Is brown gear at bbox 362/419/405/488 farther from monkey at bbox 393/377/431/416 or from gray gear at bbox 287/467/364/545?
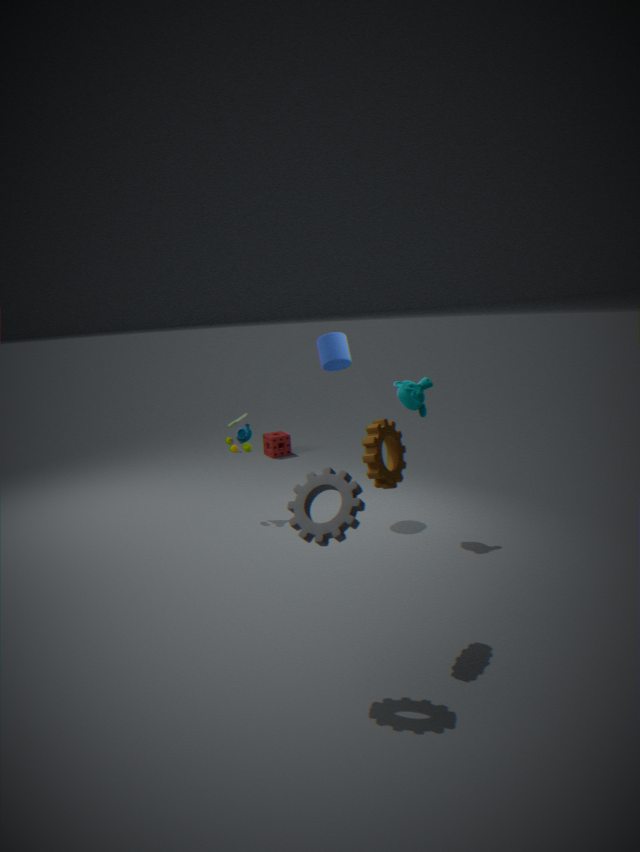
monkey at bbox 393/377/431/416
